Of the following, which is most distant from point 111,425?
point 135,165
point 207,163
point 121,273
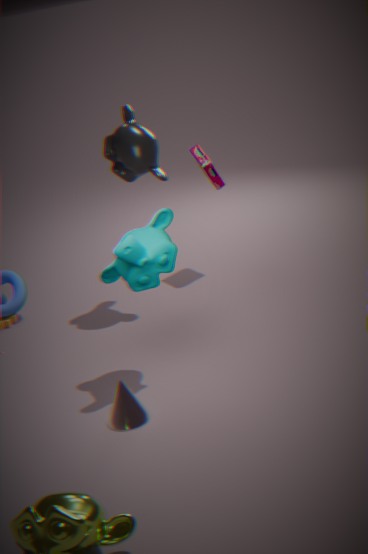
point 207,163
